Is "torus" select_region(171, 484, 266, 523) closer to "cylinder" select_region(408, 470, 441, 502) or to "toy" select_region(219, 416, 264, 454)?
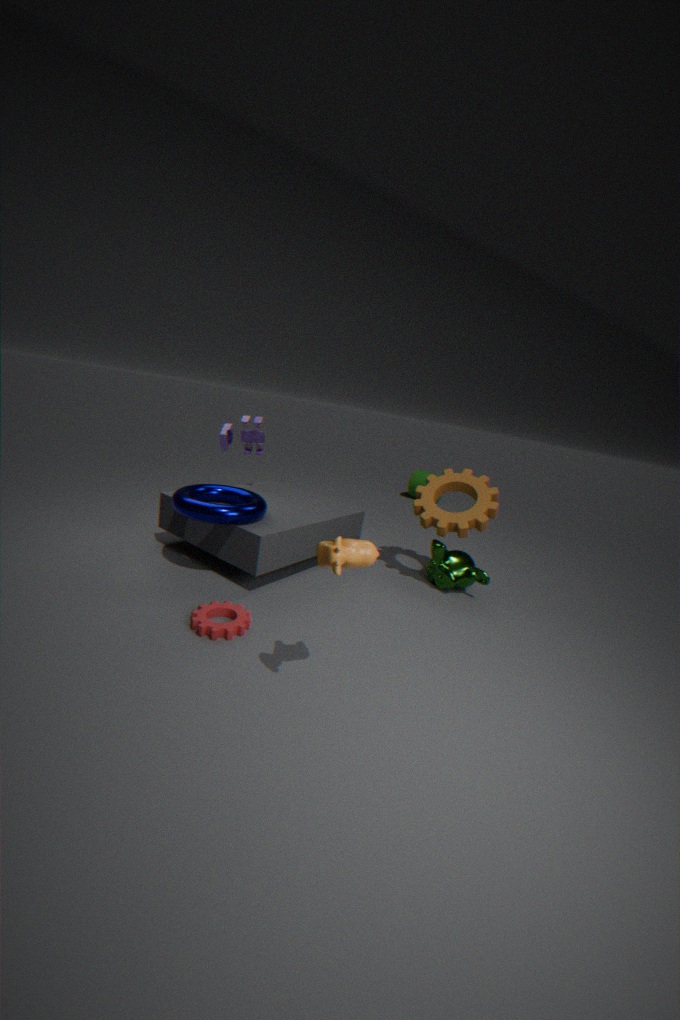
"toy" select_region(219, 416, 264, 454)
